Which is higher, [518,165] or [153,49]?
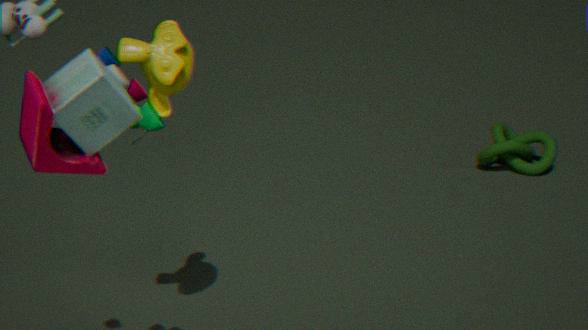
[153,49]
